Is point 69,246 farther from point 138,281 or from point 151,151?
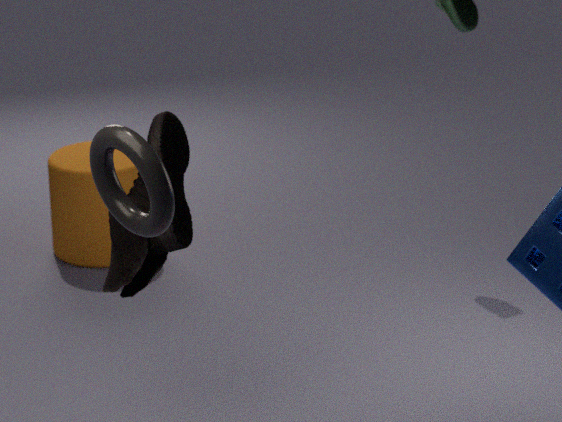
point 151,151
